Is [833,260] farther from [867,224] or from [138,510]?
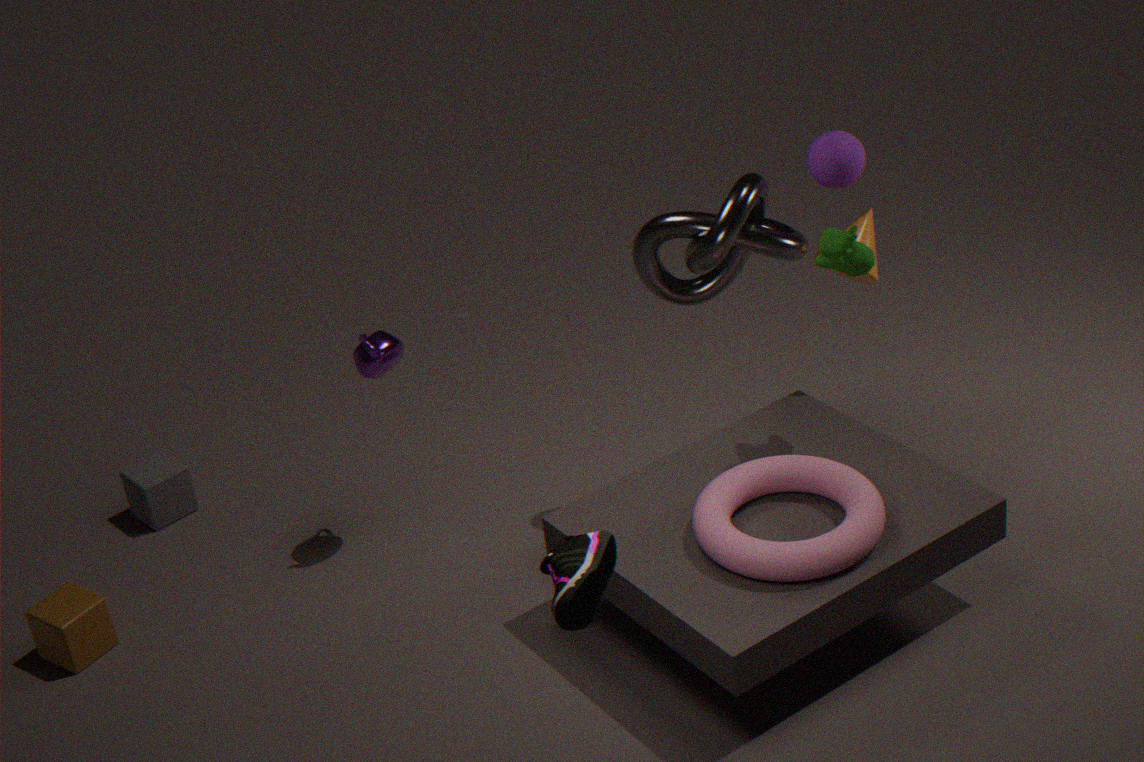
[138,510]
